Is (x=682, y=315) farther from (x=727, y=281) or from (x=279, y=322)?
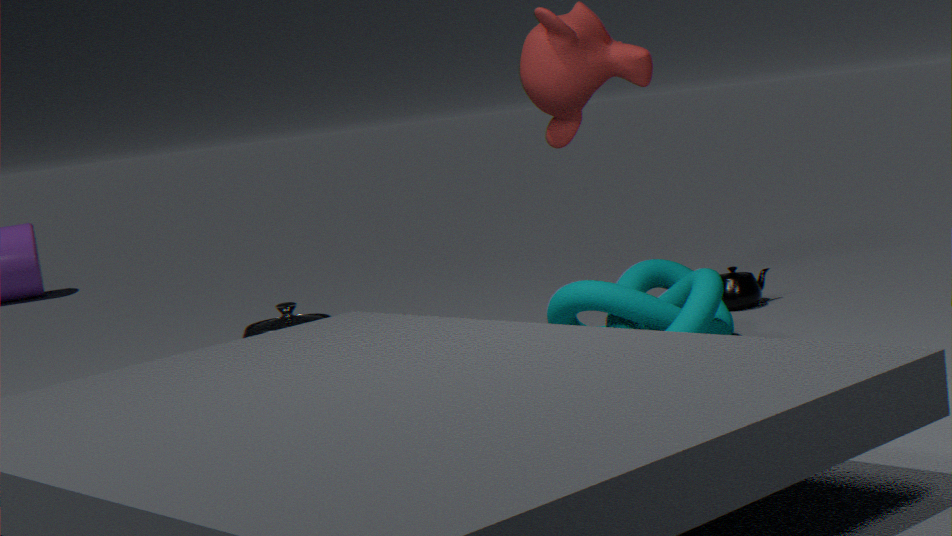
(x=279, y=322)
